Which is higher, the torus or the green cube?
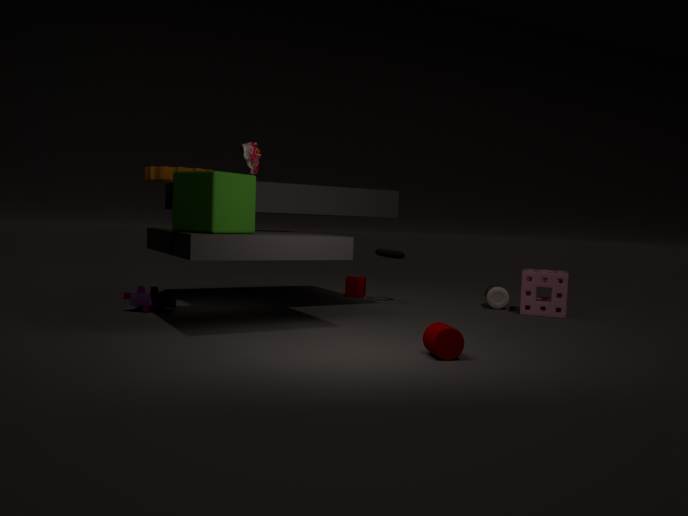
the green cube
